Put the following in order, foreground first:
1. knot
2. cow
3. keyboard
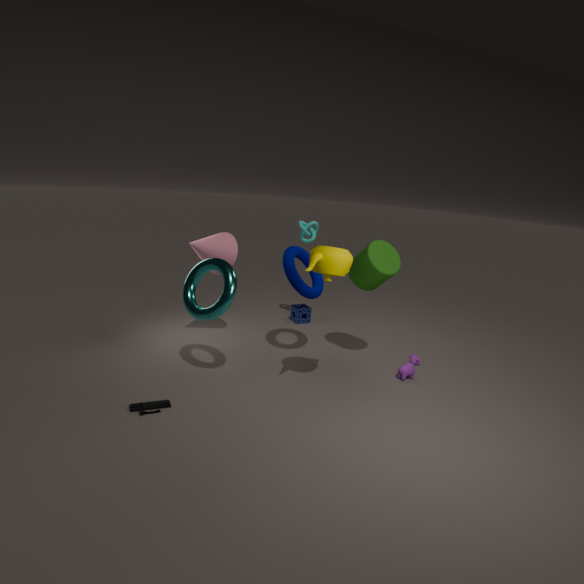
keyboard
cow
knot
